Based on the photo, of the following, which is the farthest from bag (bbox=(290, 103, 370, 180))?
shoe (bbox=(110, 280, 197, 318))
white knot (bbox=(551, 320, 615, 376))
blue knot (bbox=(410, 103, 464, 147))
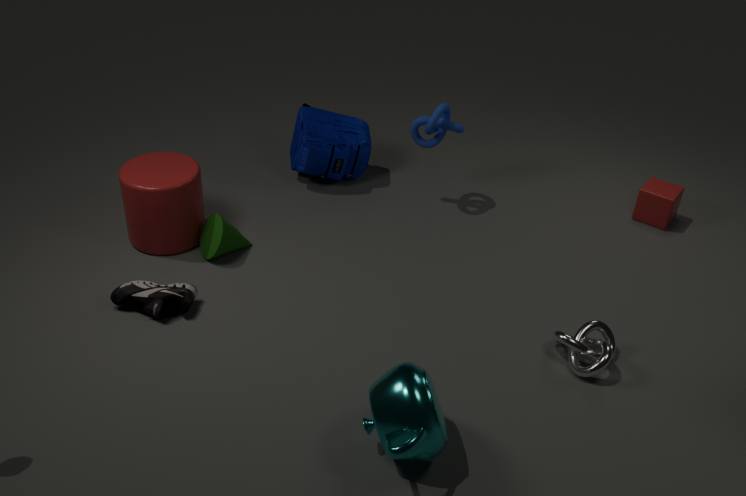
white knot (bbox=(551, 320, 615, 376))
